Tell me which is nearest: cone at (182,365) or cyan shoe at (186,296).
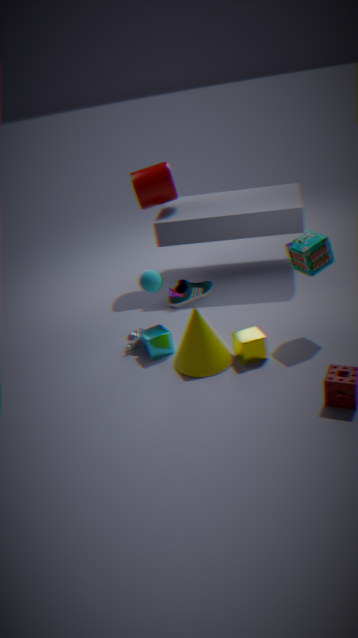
cone at (182,365)
